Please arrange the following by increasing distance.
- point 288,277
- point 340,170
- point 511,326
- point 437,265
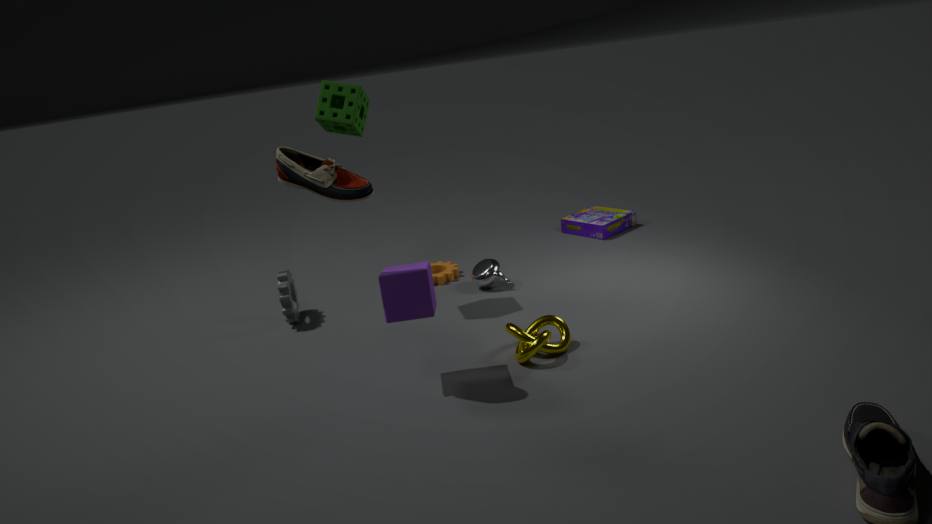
point 340,170 → point 511,326 → point 288,277 → point 437,265
